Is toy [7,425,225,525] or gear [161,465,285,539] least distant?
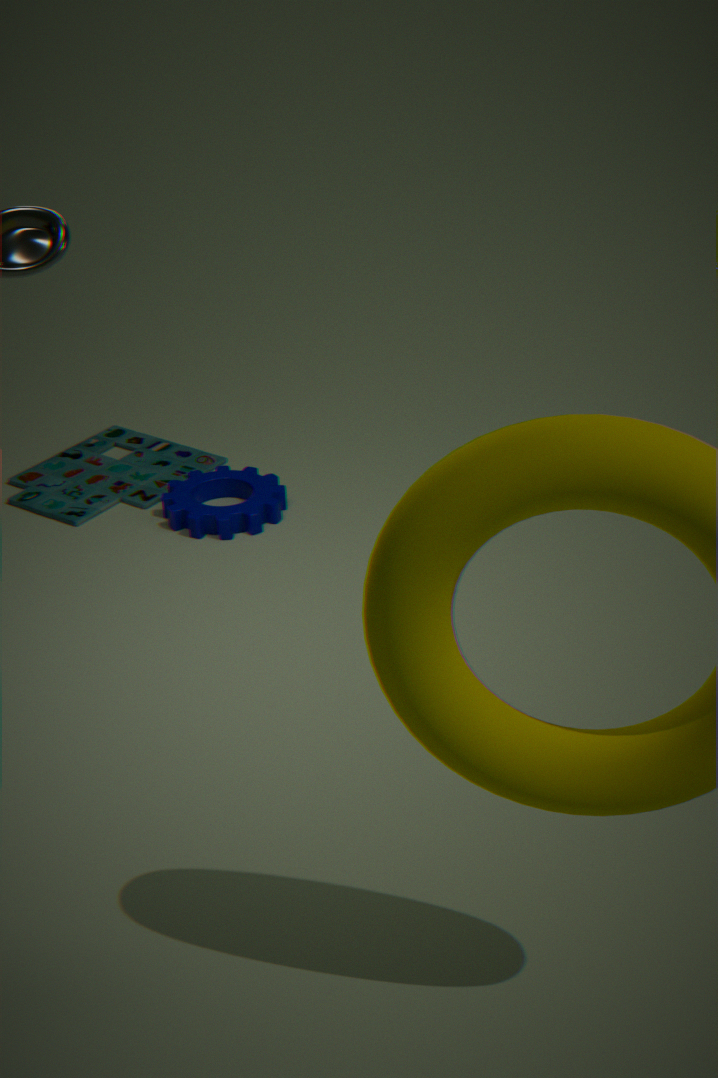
gear [161,465,285,539]
